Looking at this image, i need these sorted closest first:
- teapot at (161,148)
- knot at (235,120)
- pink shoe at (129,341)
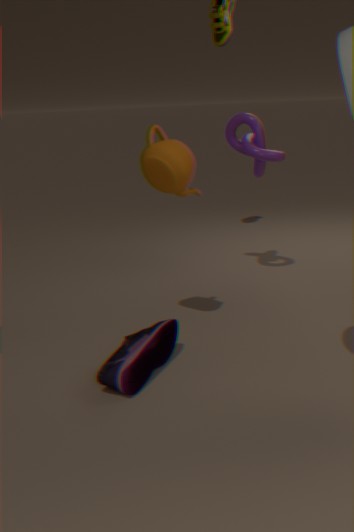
1. pink shoe at (129,341)
2. teapot at (161,148)
3. knot at (235,120)
